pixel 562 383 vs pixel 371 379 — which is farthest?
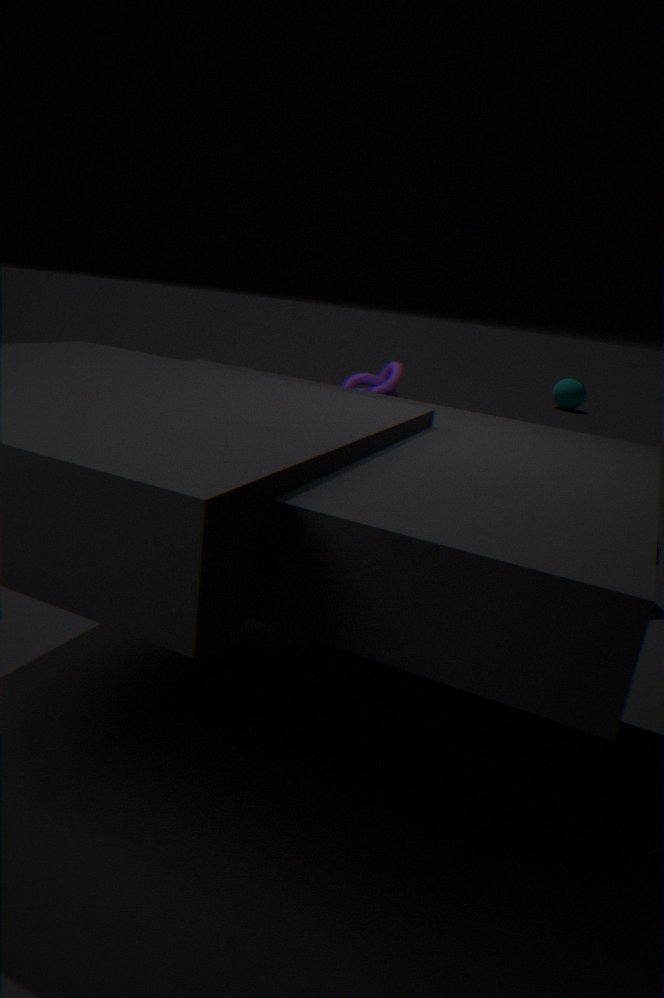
pixel 562 383
